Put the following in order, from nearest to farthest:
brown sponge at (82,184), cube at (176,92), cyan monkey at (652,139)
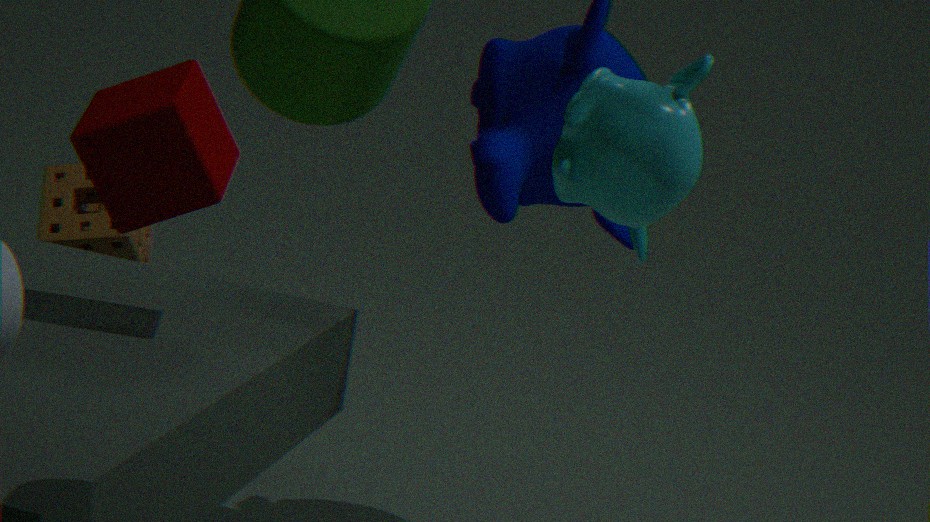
Answer: cyan monkey at (652,139), cube at (176,92), brown sponge at (82,184)
